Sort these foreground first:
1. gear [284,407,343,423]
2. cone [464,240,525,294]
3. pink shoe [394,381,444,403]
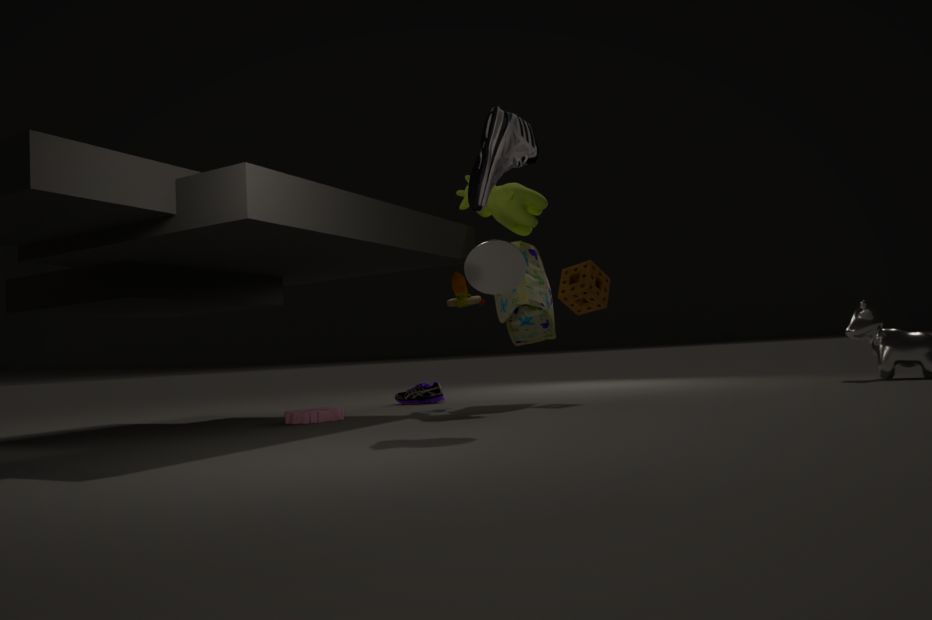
cone [464,240,525,294] < gear [284,407,343,423] < pink shoe [394,381,444,403]
